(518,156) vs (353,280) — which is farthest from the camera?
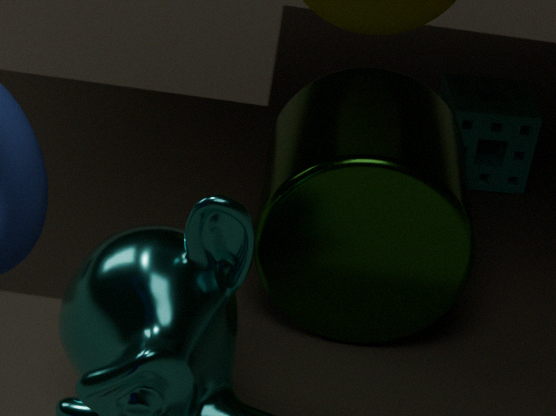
(518,156)
